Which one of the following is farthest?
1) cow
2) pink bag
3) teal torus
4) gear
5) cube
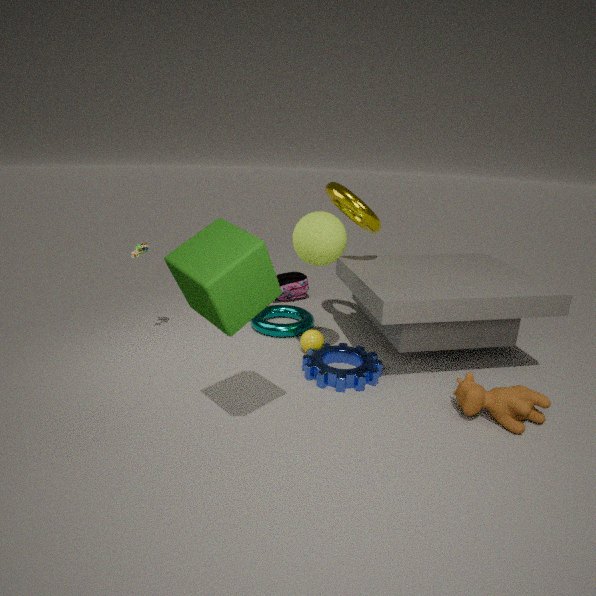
2. pink bag
